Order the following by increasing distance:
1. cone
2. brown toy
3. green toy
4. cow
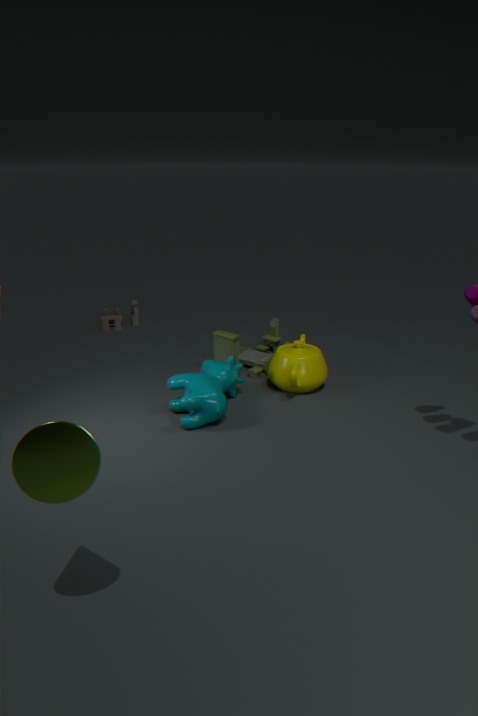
cone < cow < green toy < brown toy
